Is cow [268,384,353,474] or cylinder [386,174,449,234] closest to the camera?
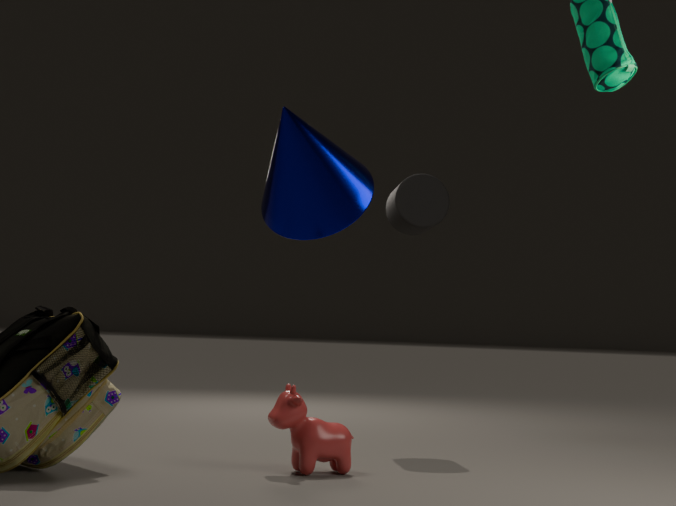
cow [268,384,353,474]
